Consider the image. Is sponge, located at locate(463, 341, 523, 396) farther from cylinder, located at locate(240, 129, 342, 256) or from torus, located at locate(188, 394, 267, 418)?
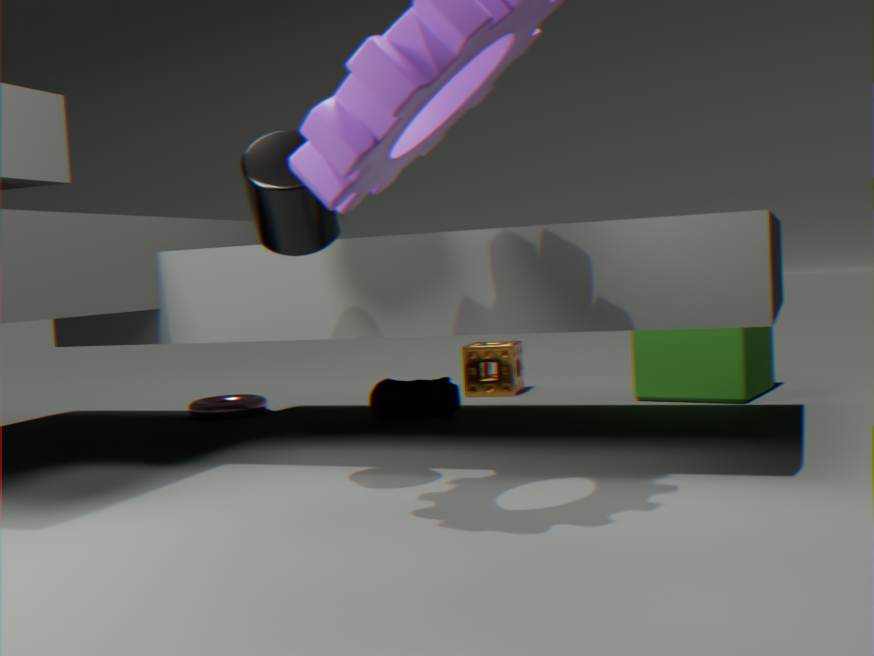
cylinder, located at locate(240, 129, 342, 256)
